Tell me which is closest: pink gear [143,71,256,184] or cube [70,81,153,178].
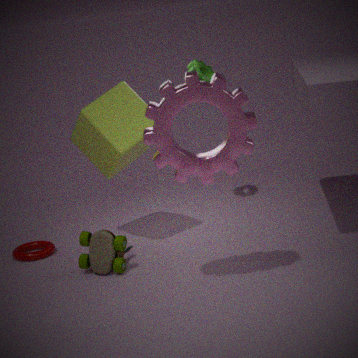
pink gear [143,71,256,184]
